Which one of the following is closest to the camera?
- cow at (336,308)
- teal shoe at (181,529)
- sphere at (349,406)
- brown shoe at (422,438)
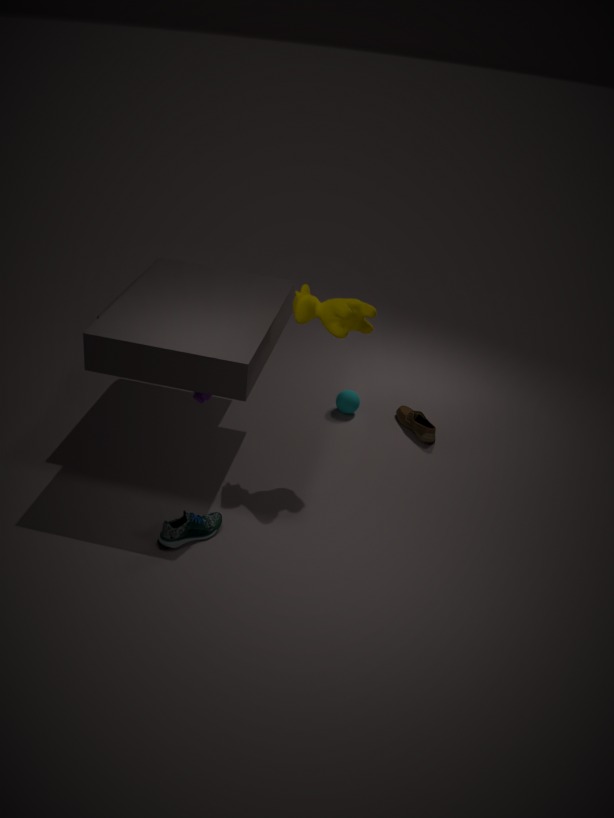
teal shoe at (181,529)
